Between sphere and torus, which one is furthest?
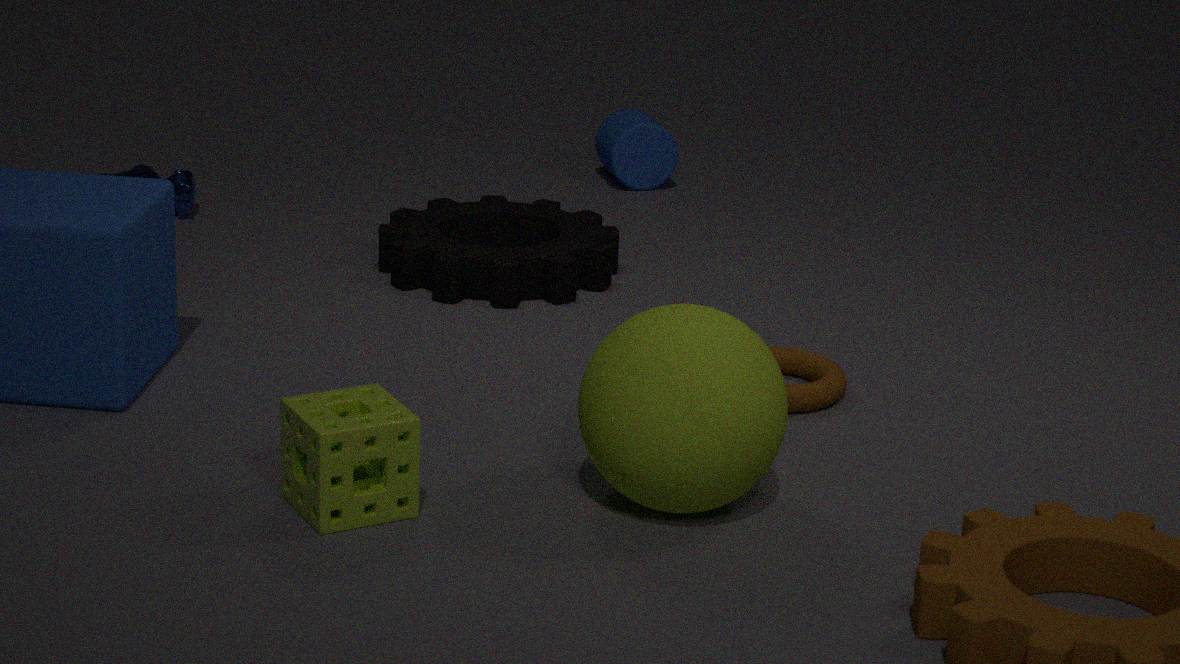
torus
